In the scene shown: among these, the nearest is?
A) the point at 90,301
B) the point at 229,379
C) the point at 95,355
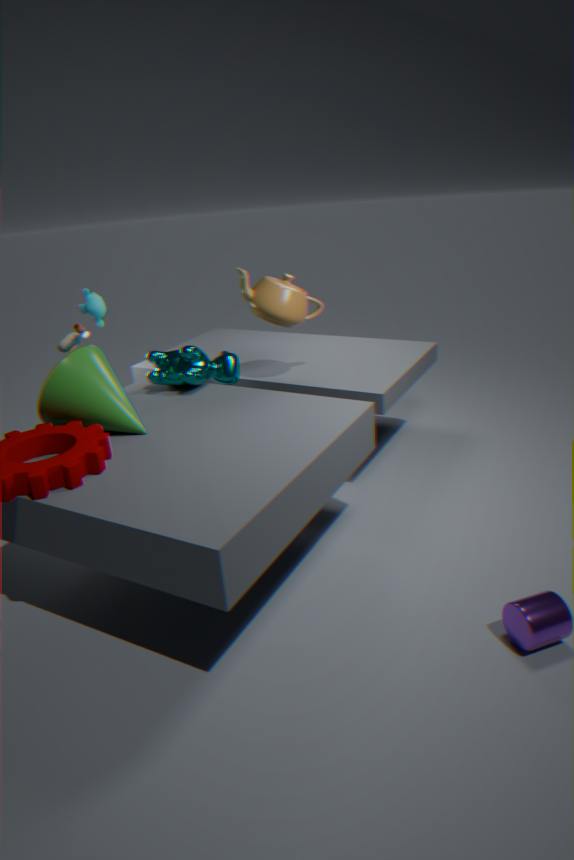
the point at 95,355
